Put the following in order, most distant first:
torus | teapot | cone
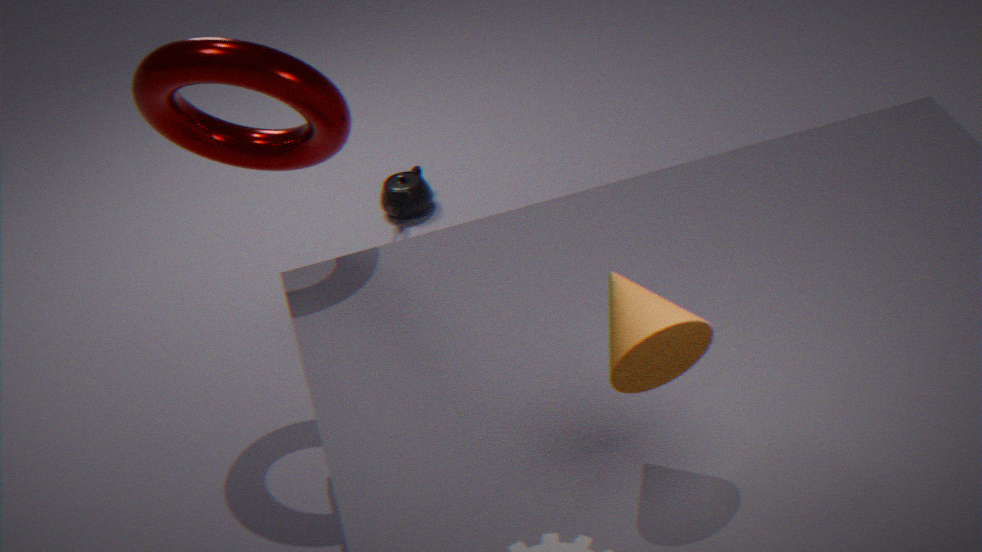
teapot, torus, cone
